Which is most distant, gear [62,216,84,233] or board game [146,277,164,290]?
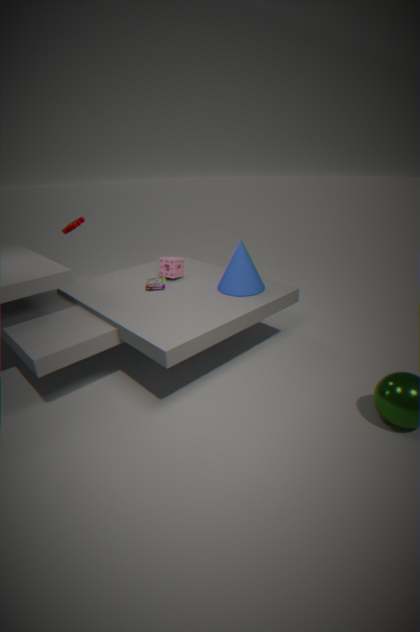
gear [62,216,84,233]
